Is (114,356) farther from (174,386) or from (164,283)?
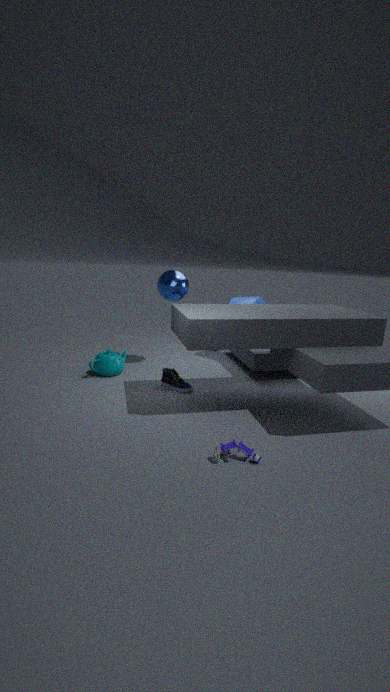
(164,283)
